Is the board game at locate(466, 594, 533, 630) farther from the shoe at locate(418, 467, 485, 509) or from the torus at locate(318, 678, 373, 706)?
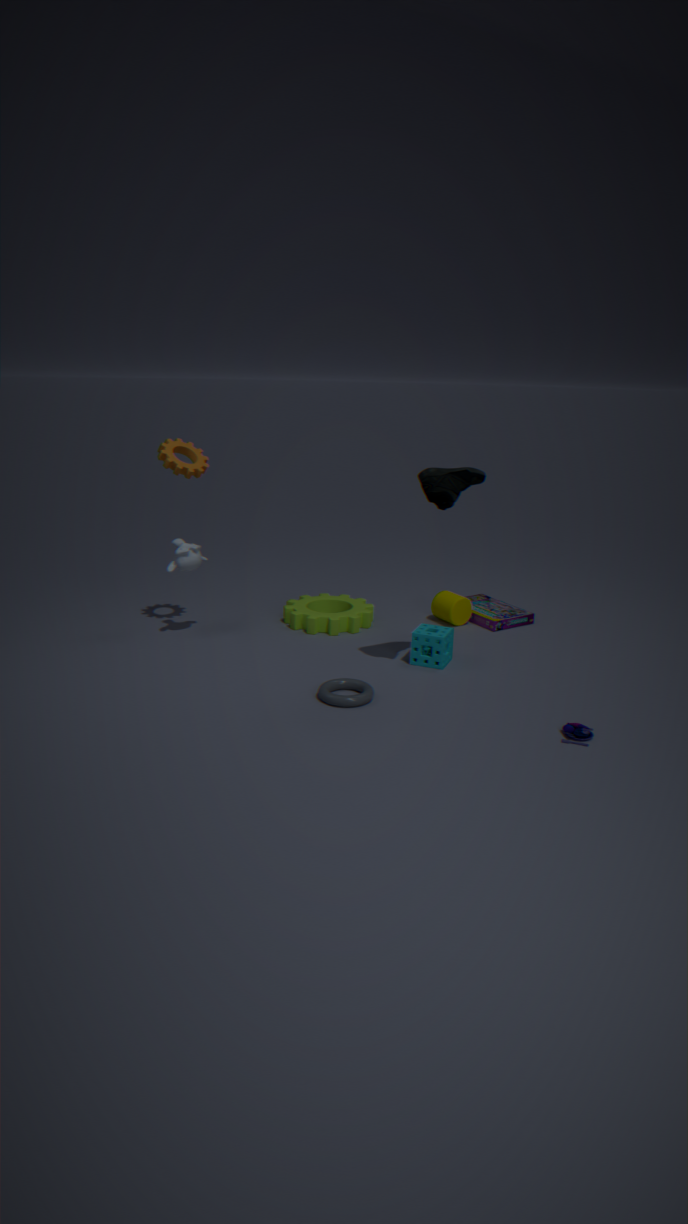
the torus at locate(318, 678, 373, 706)
